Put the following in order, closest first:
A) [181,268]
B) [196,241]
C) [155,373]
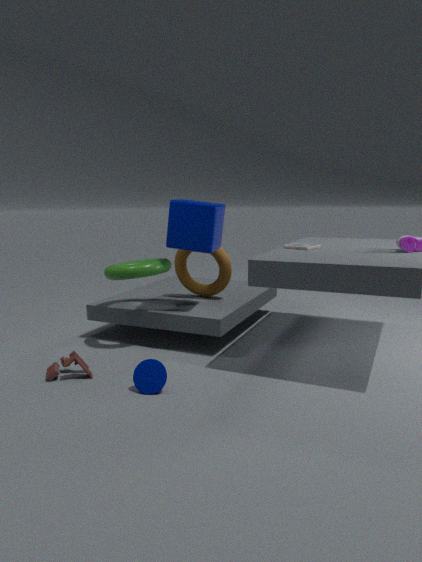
[155,373], [196,241], [181,268]
